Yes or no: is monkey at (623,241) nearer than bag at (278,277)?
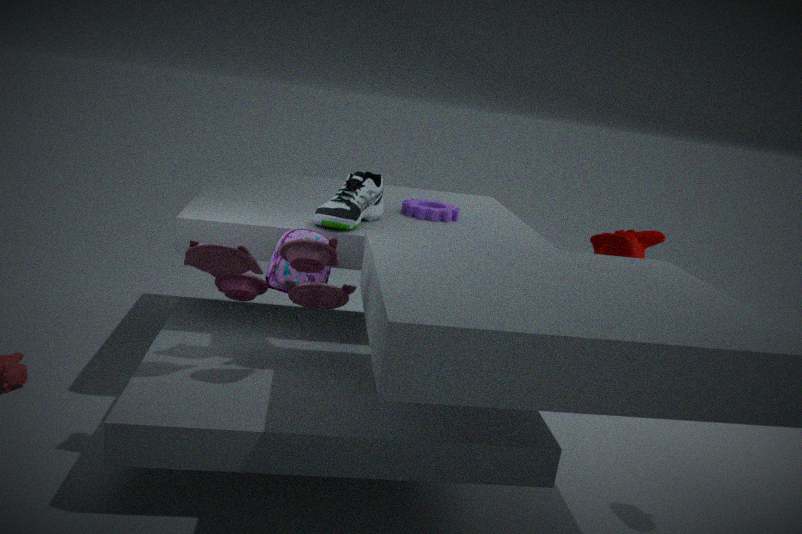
No
